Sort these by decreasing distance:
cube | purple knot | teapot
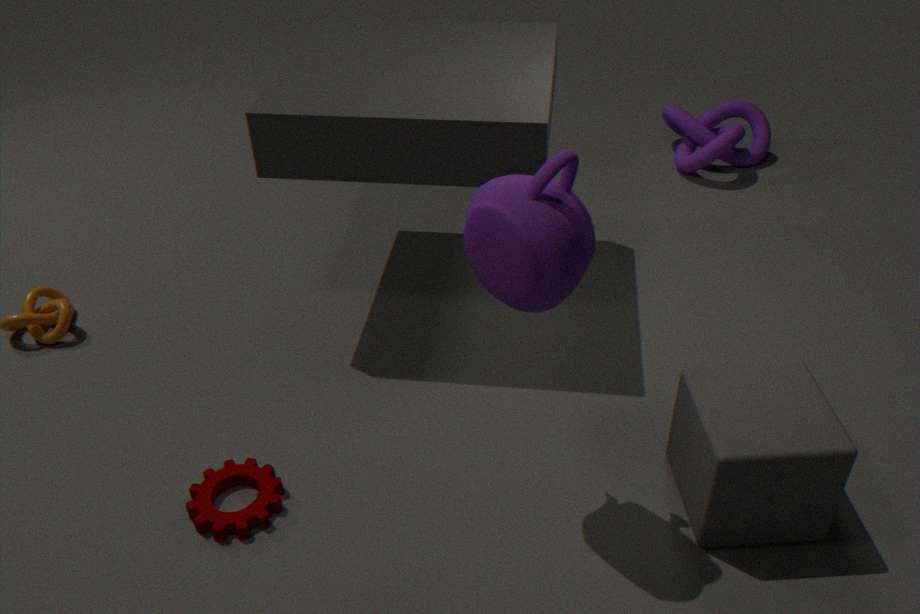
purple knot < cube < teapot
